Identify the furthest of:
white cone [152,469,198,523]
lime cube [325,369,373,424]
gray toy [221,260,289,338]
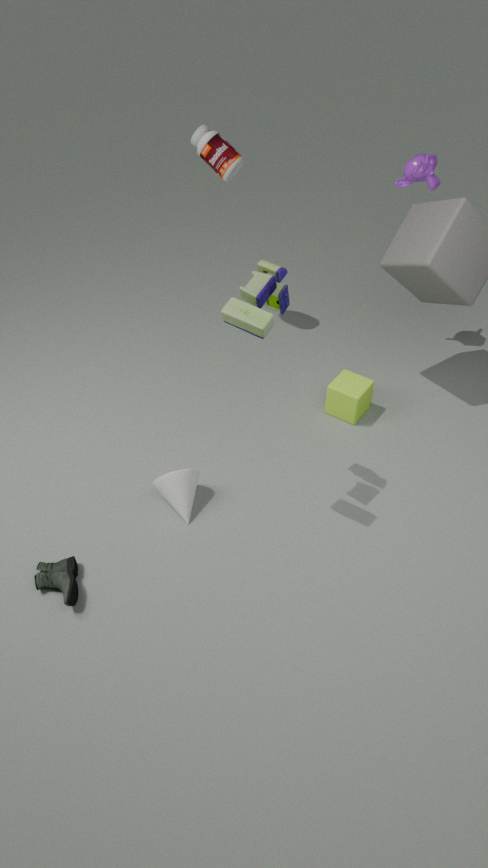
lime cube [325,369,373,424]
